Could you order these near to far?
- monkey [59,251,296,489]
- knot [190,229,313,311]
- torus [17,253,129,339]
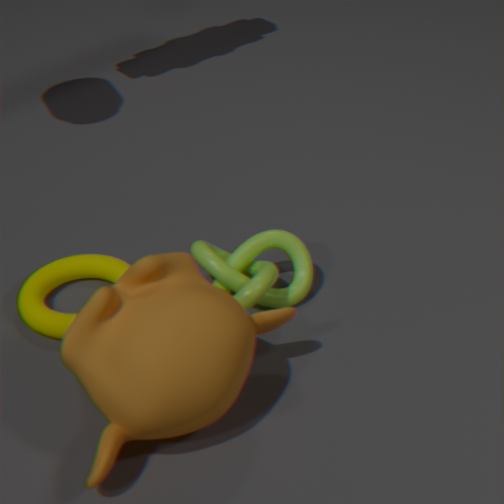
1. monkey [59,251,296,489]
2. knot [190,229,313,311]
3. torus [17,253,129,339]
